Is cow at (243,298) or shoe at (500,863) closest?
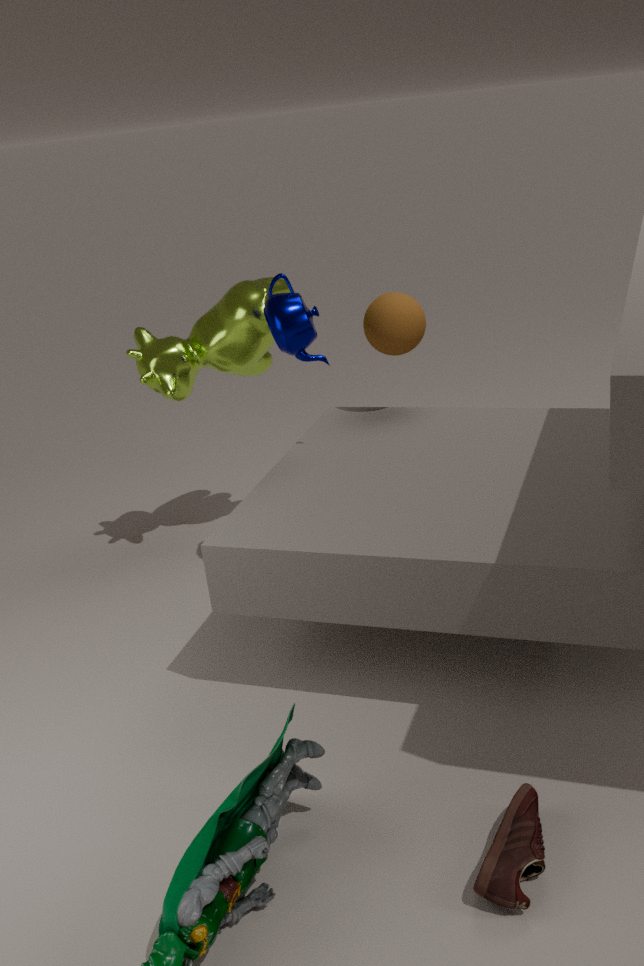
shoe at (500,863)
